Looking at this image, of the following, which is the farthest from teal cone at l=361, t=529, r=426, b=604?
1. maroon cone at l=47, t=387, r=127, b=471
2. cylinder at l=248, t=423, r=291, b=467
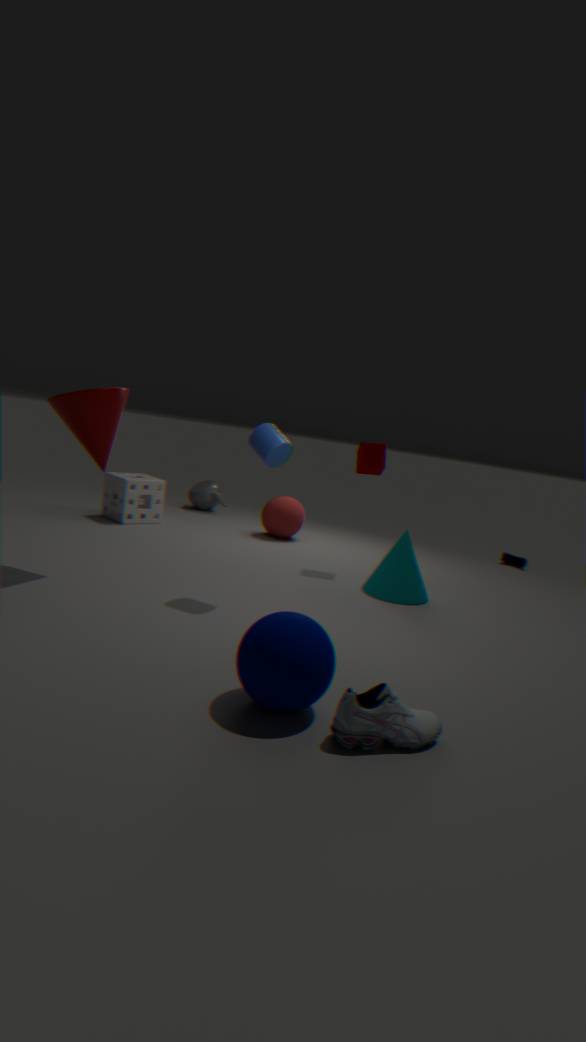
maroon cone at l=47, t=387, r=127, b=471
